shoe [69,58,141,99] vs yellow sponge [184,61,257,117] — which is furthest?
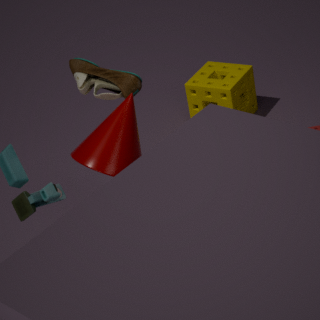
yellow sponge [184,61,257,117]
